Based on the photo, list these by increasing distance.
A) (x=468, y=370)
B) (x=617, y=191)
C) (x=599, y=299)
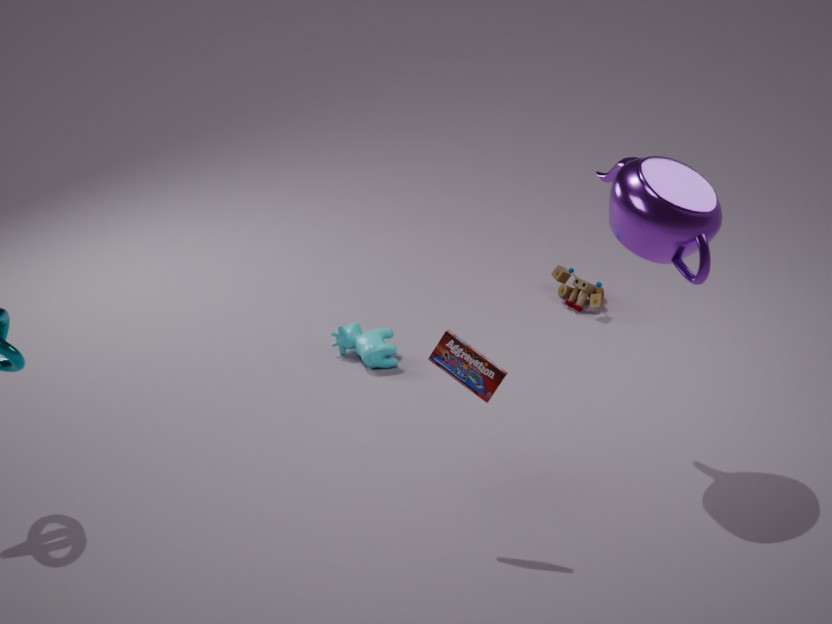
1. (x=468, y=370)
2. (x=617, y=191)
3. (x=599, y=299)
